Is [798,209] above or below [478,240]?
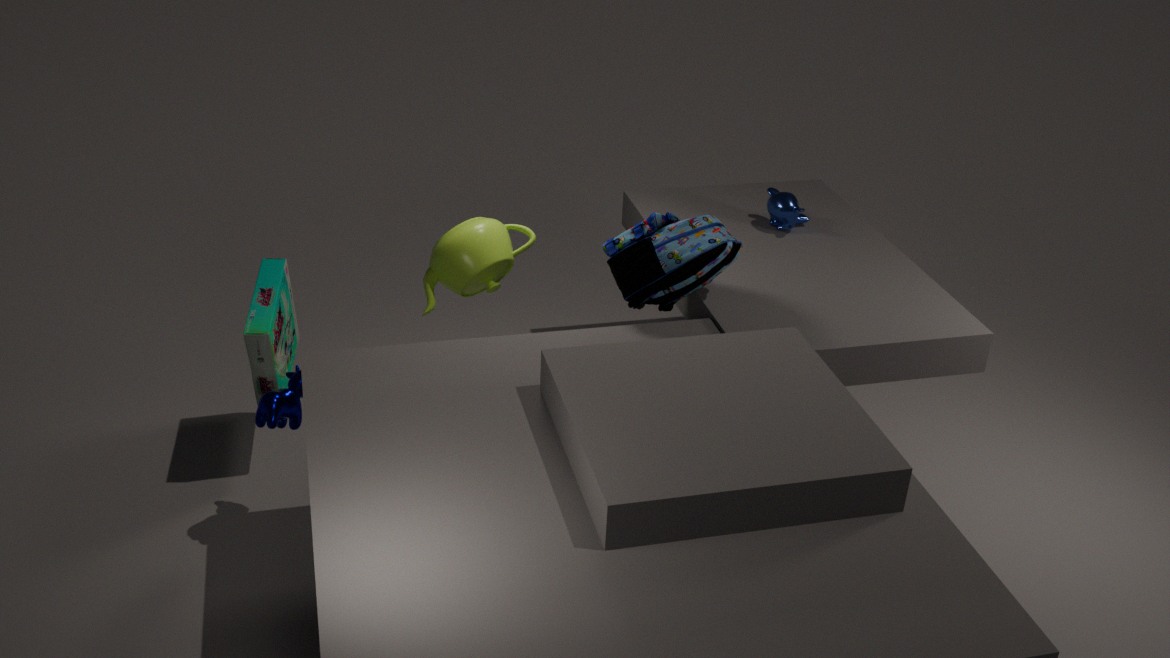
above
